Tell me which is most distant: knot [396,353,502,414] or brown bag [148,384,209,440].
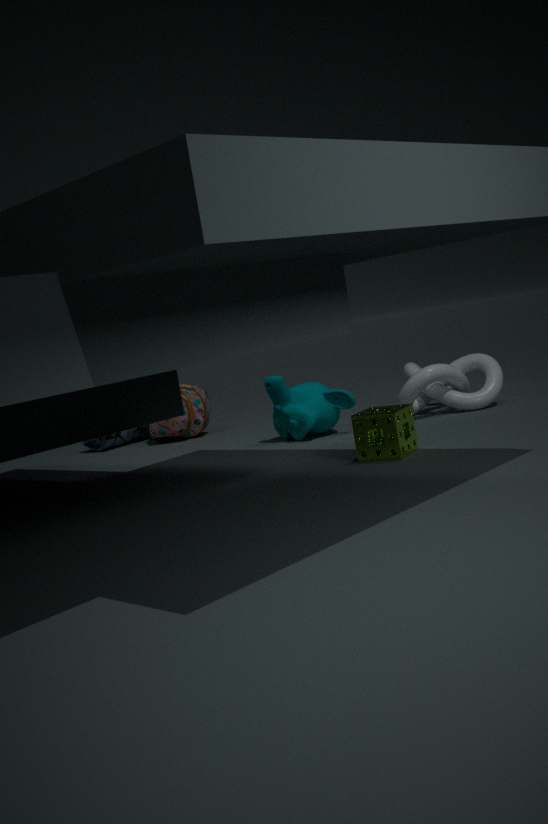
brown bag [148,384,209,440]
